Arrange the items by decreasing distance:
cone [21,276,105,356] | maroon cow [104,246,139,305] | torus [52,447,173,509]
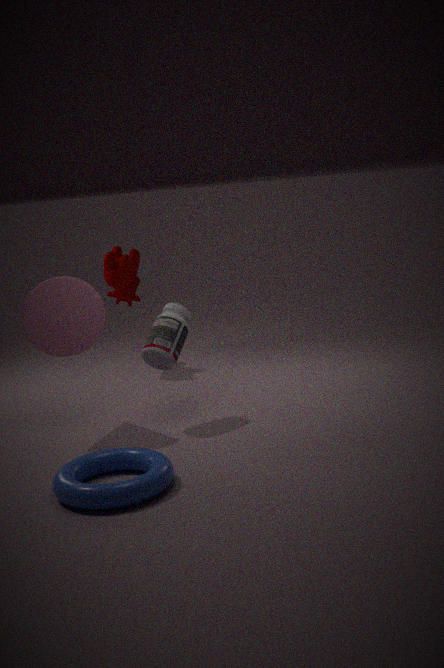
maroon cow [104,246,139,305] < cone [21,276,105,356] < torus [52,447,173,509]
